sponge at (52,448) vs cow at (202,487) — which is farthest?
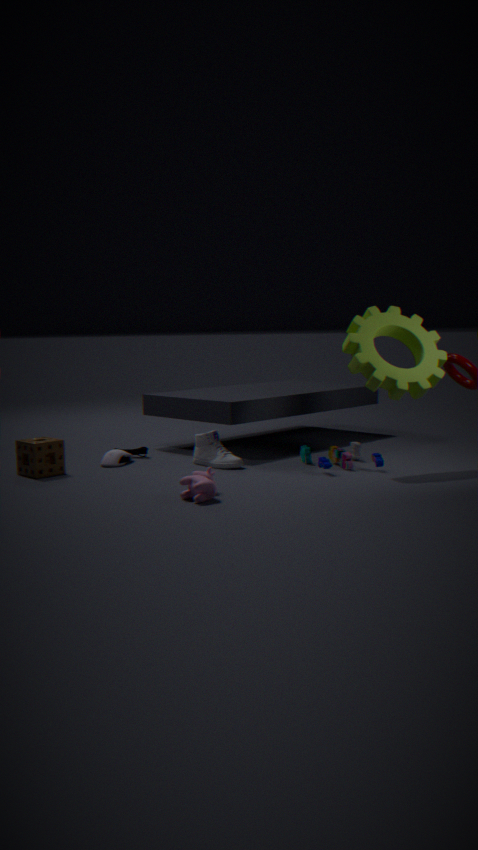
sponge at (52,448)
